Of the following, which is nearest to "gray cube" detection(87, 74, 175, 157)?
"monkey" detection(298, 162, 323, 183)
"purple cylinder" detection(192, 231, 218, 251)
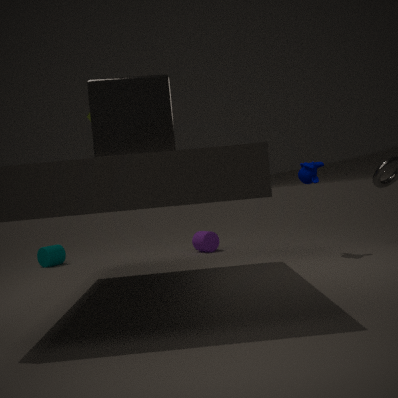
"monkey" detection(298, 162, 323, 183)
